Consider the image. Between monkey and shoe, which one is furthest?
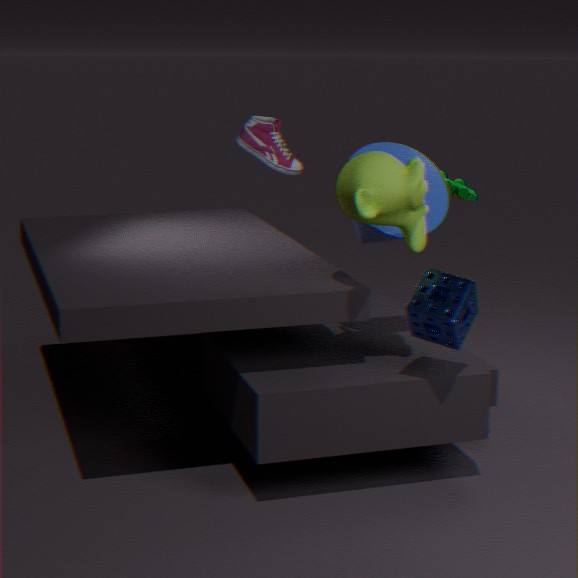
shoe
